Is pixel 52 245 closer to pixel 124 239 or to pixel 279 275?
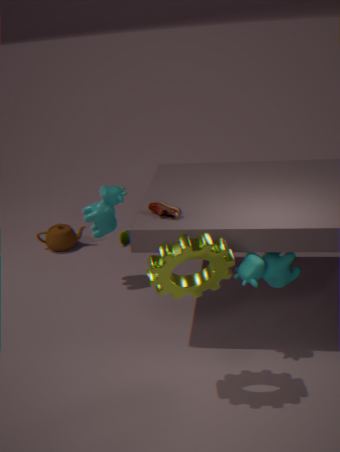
pixel 124 239
